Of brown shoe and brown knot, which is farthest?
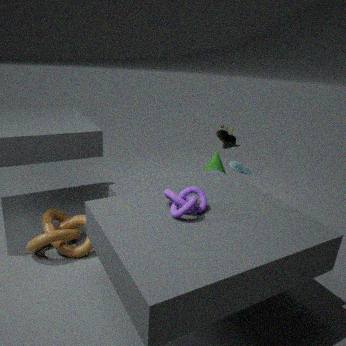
brown shoe
